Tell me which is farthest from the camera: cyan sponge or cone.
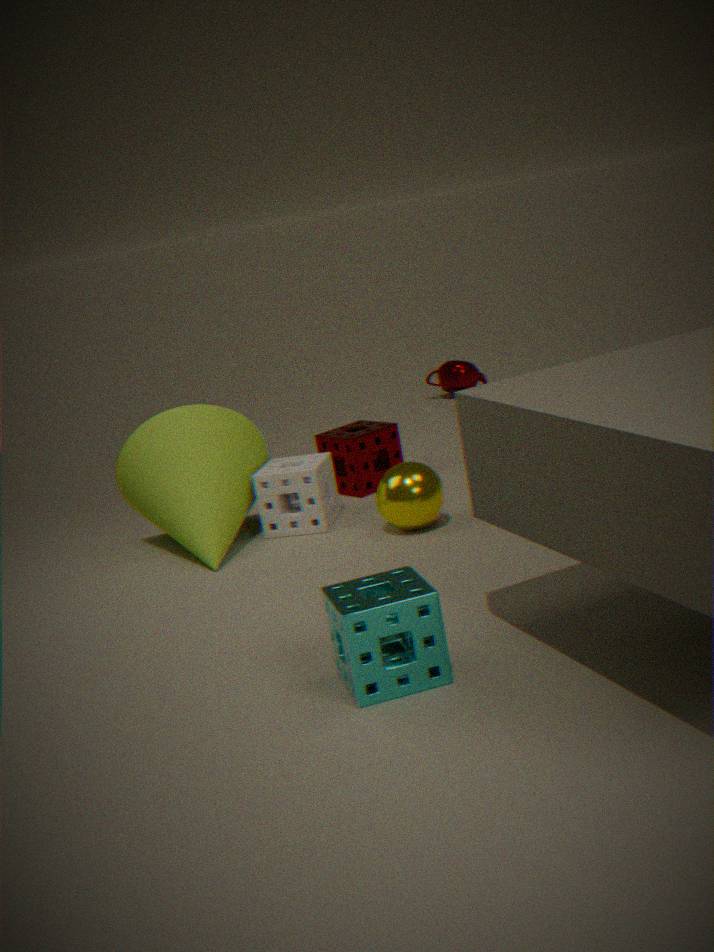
cone
